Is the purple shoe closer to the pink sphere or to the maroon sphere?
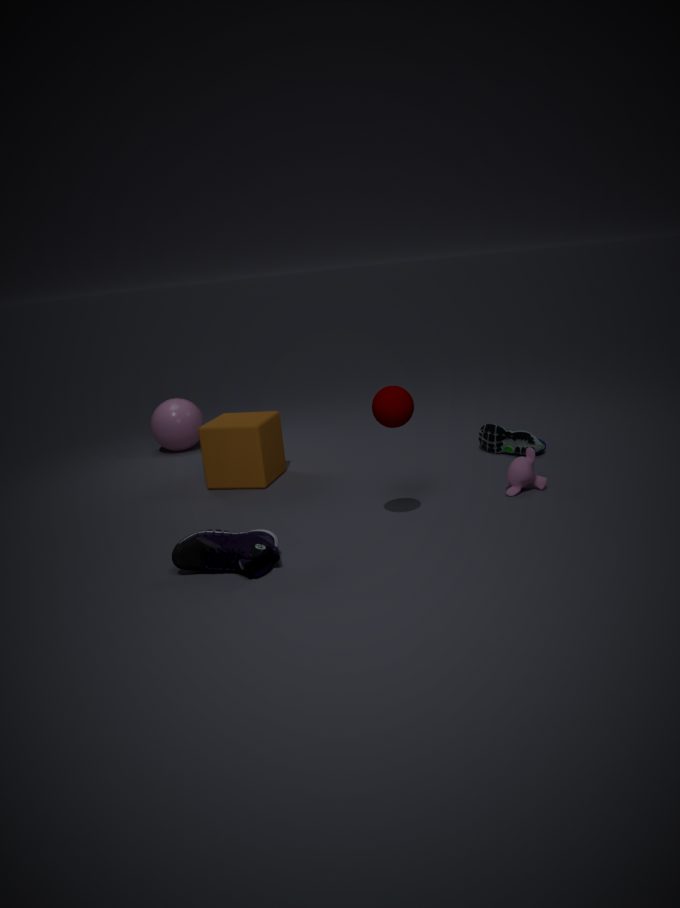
the maroon sphere
